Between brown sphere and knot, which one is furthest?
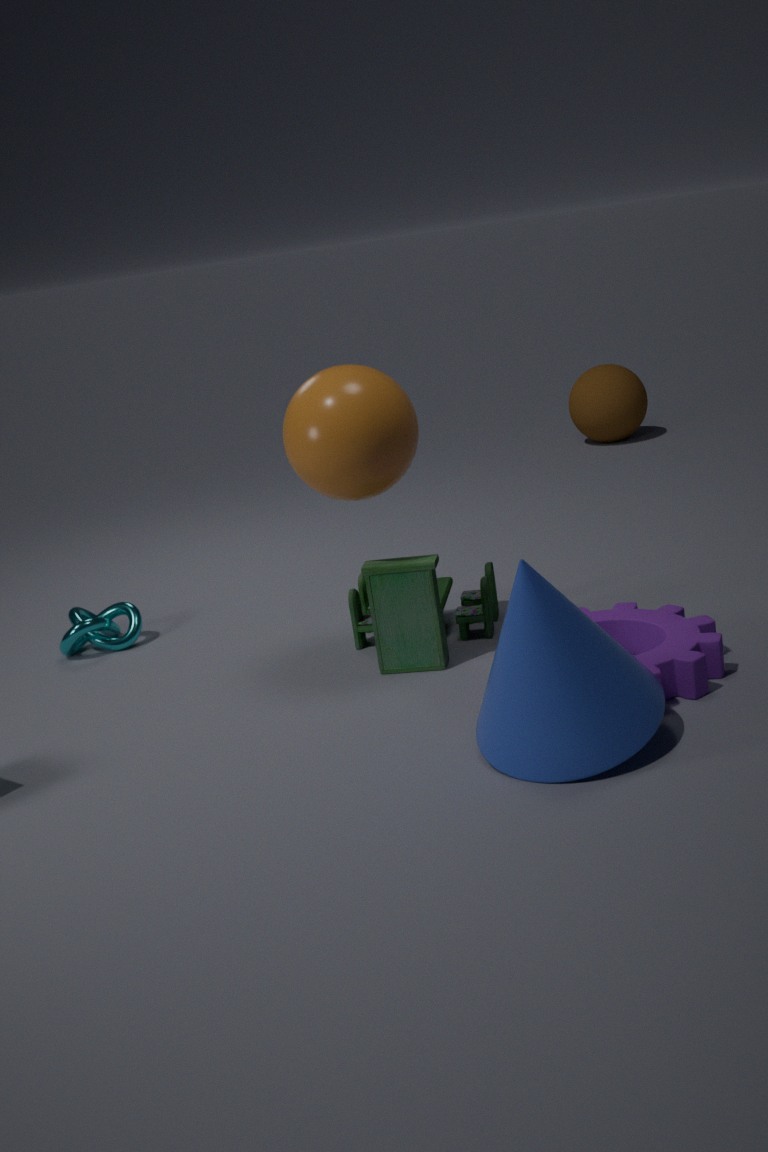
brown sphere
